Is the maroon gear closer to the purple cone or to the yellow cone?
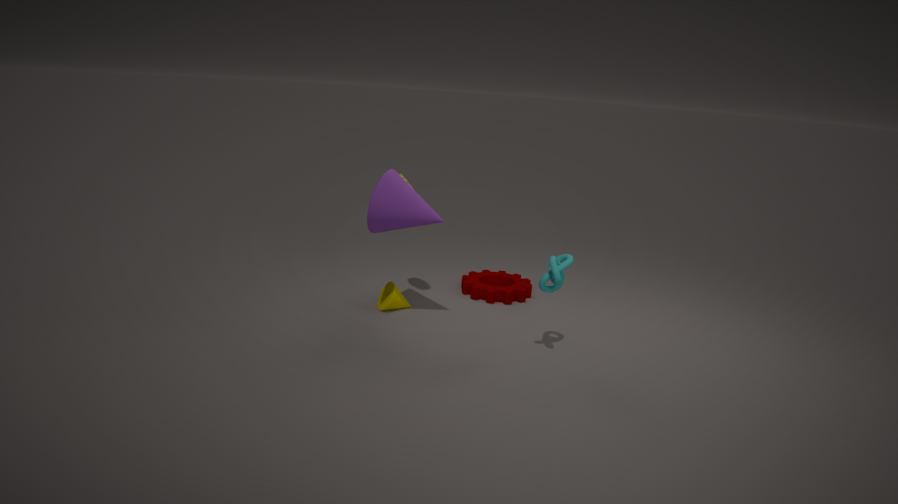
the yellow cone
